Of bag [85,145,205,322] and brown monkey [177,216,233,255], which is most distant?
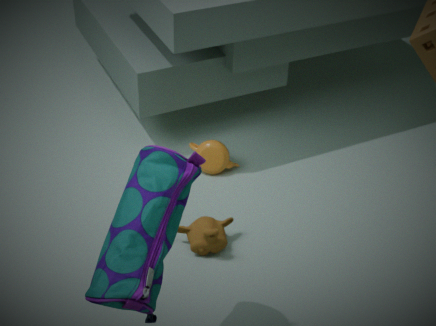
brown monkey [177,216,233,255]
